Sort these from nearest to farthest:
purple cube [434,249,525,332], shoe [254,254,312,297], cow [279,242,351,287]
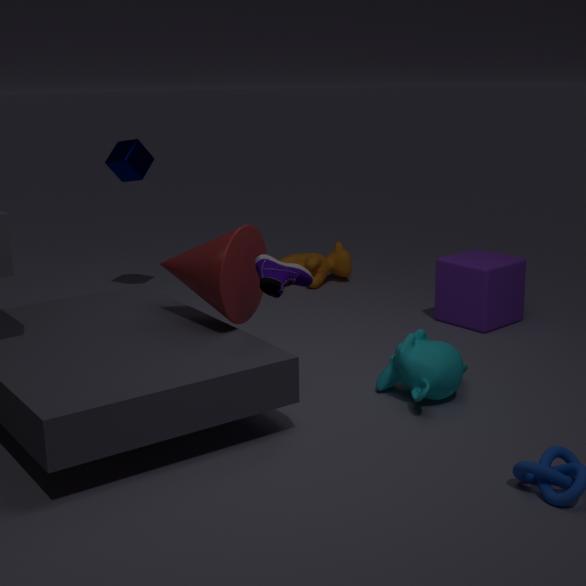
shoe [254,254,312,297]
purple cube [434,249,525,332]
cow [279,242,351,287]
